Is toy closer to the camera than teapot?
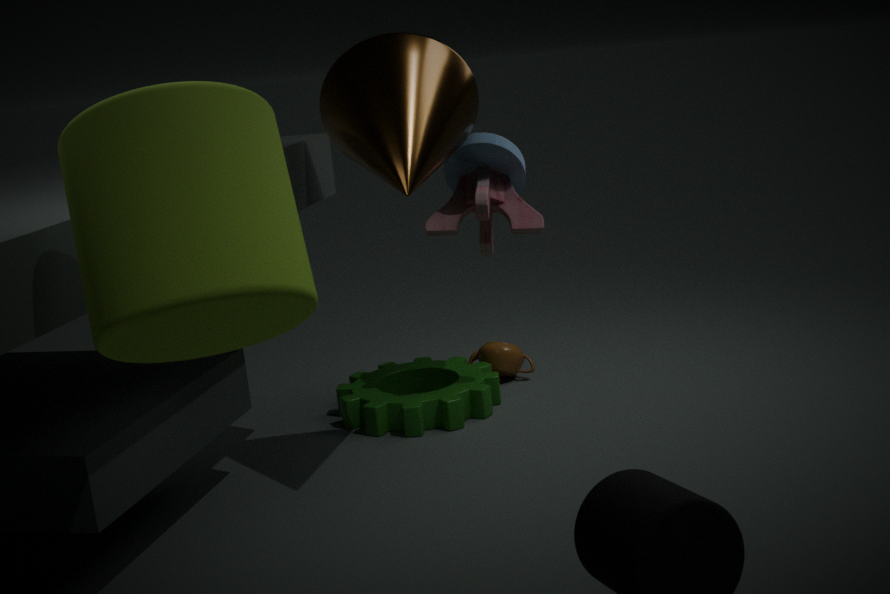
Yes
